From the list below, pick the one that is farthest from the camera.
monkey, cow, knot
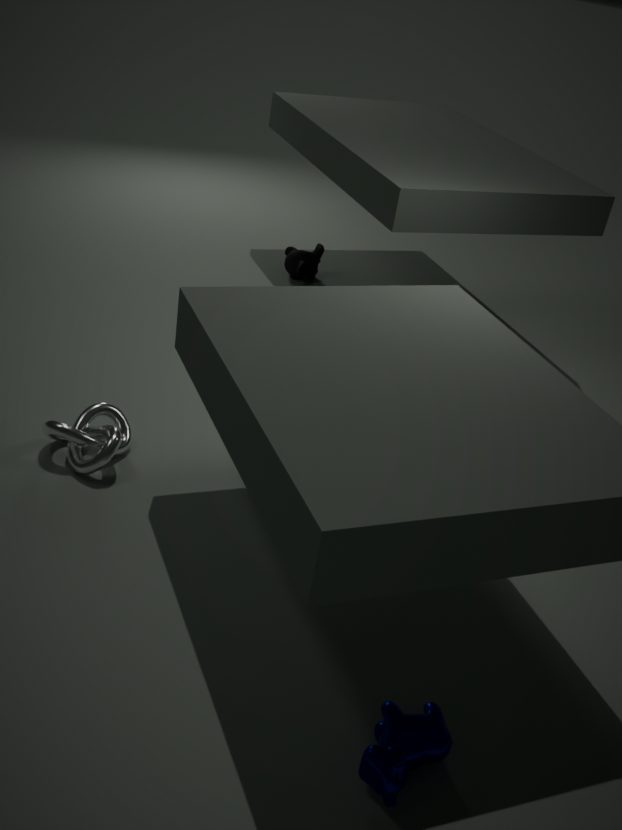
monkey
